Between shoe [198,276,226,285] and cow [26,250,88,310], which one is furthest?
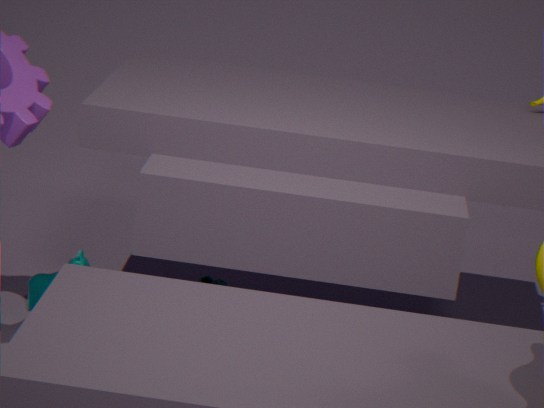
shoe [198,276,226,285]
